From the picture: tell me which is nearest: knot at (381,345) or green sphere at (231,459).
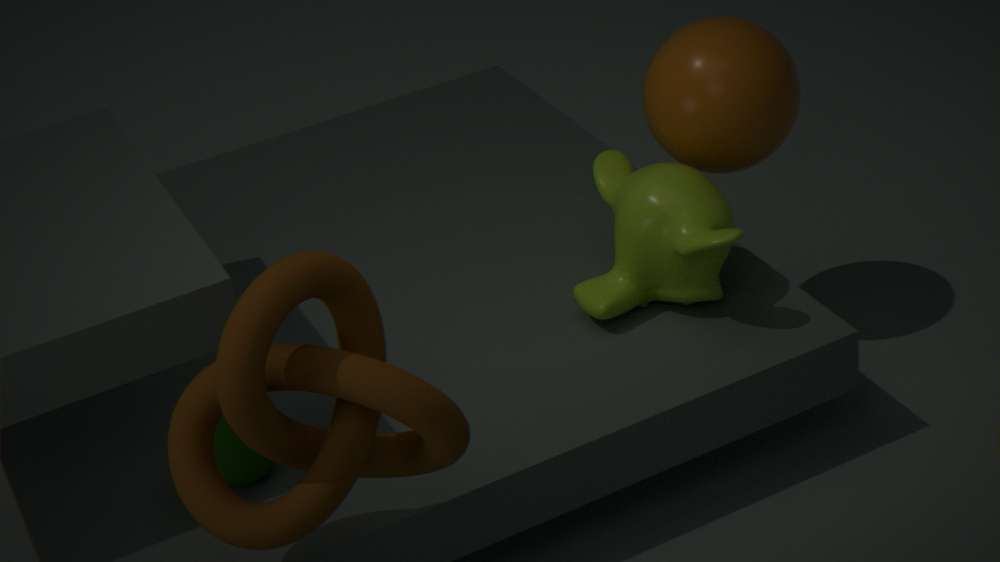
knot at (381,345)
